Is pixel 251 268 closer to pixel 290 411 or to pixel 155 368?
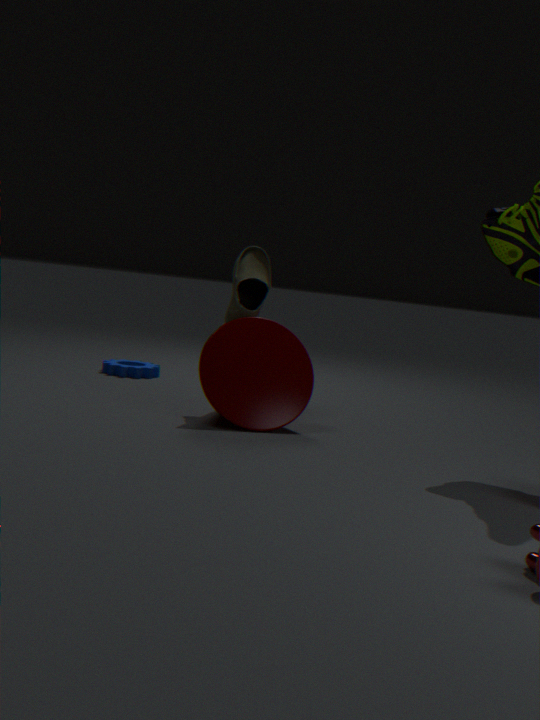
pixel 290 411
